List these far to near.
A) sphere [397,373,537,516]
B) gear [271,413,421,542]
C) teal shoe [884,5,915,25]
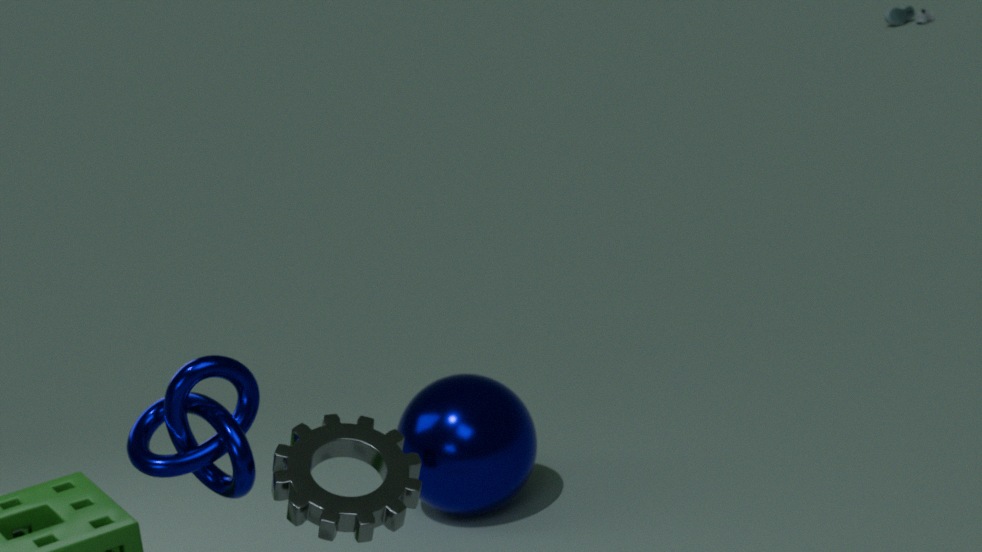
teal shoe [884,5,915,25], sphere [397,373,537,516], gear [271,413,421,542]
